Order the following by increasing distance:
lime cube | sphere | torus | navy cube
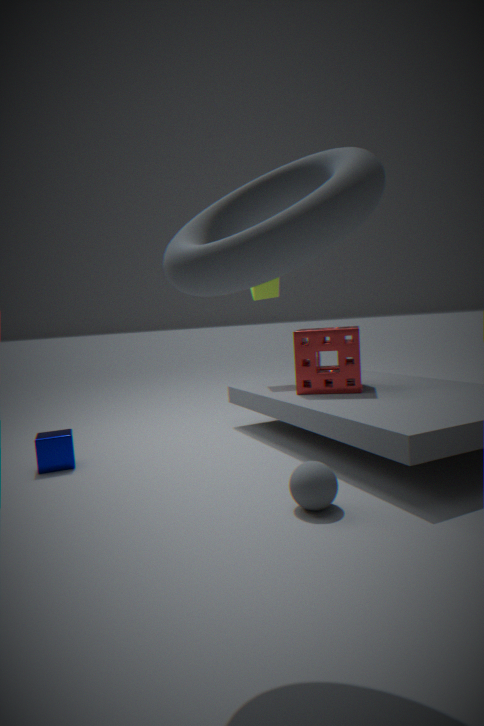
torus, sphere, navy cube, lime cube
